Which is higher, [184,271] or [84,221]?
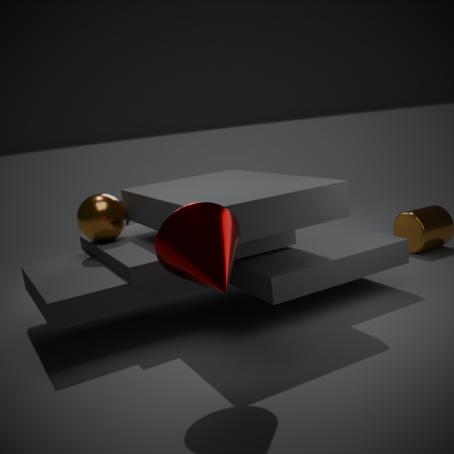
[184,271]
